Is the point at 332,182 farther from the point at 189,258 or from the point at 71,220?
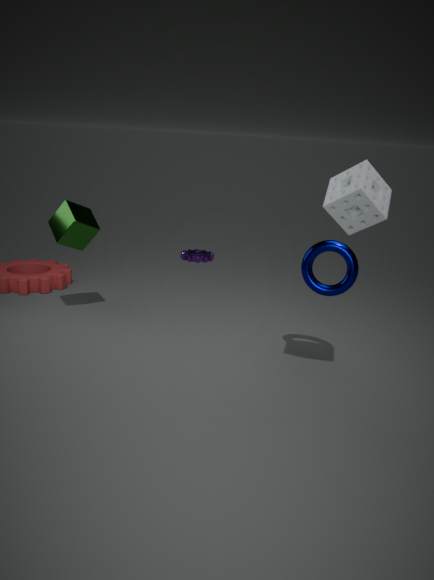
the point at 189,258
